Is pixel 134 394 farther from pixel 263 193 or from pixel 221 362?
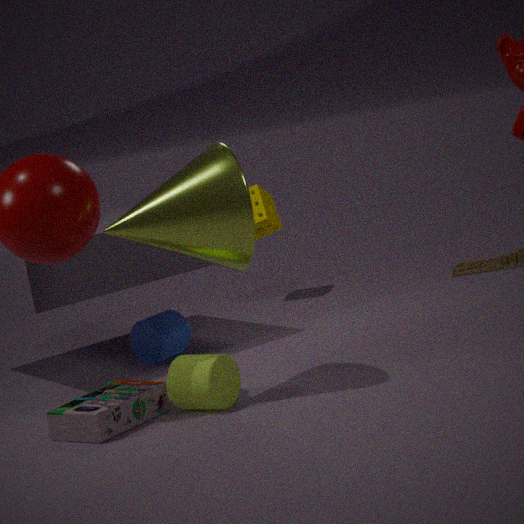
pixel 263 193
